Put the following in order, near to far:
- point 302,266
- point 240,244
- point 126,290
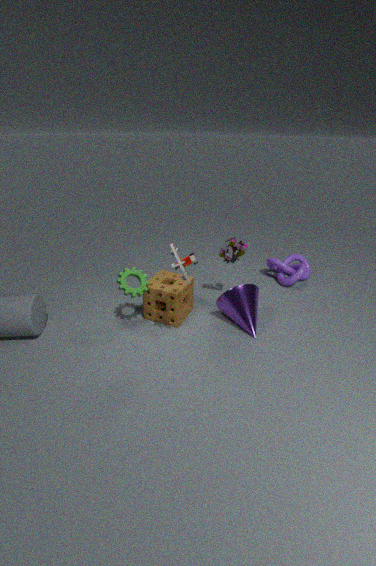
point 126,290, point 240,244, point 302,266
